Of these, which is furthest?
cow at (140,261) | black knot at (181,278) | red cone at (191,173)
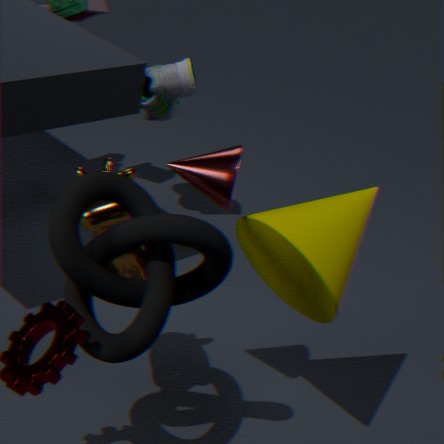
cow at (140,261)
